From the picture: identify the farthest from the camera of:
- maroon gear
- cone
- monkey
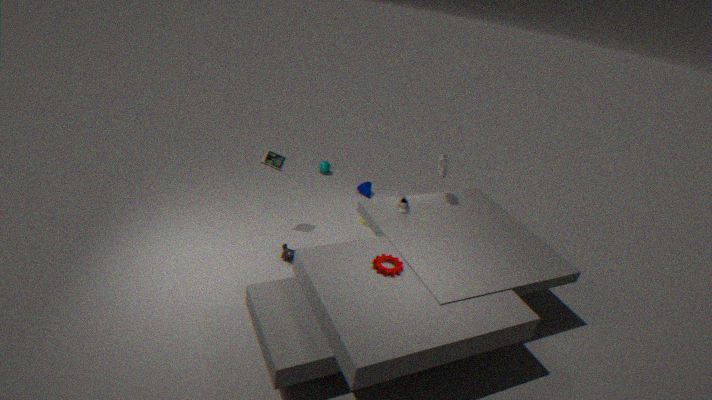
cone
